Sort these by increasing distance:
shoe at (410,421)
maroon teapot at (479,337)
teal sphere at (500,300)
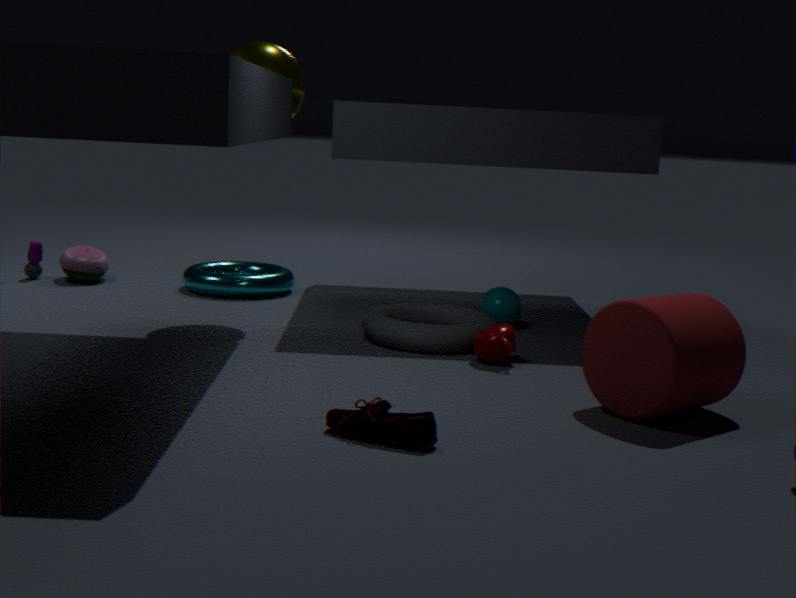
shoe at (410,421)
maroon teapot at (479,337)
teal sphere at (500,300)
